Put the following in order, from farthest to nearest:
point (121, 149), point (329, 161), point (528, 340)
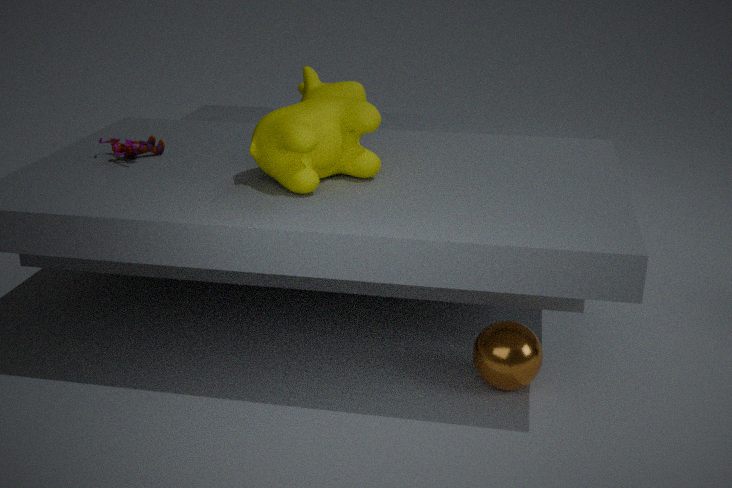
point (121, 149) < point (329, 161) < point (528, 340)
